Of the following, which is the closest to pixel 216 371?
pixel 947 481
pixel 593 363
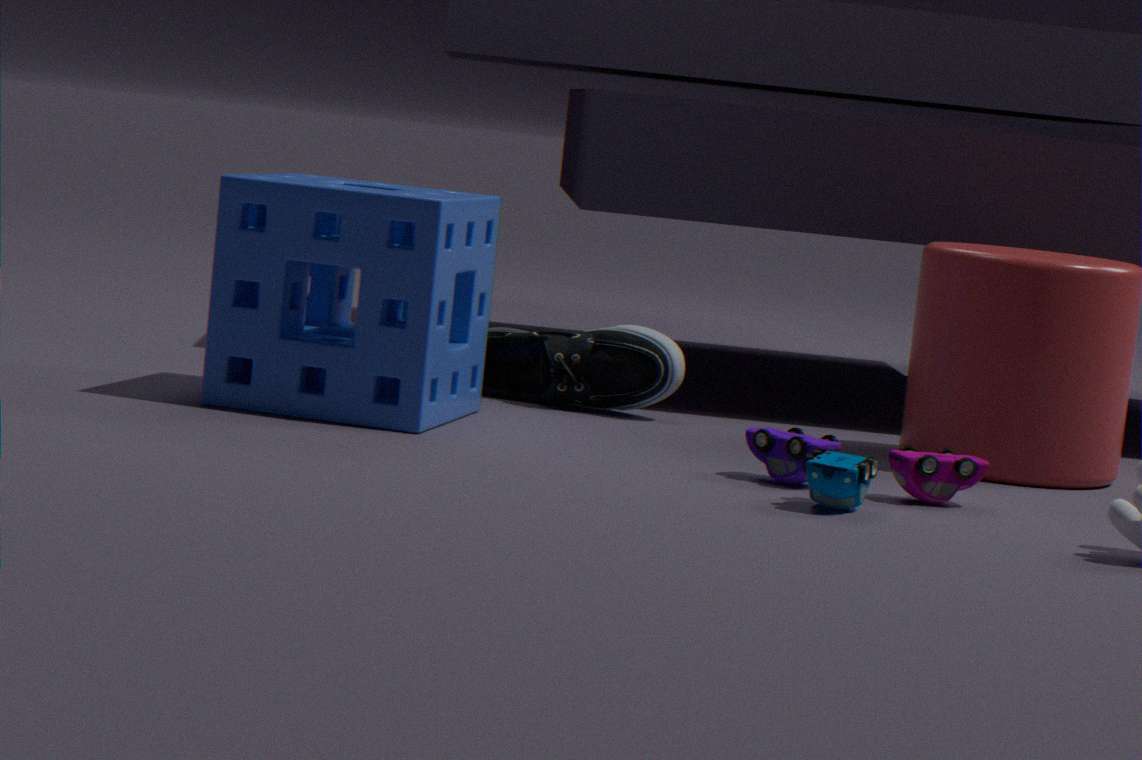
pixel 593 363
